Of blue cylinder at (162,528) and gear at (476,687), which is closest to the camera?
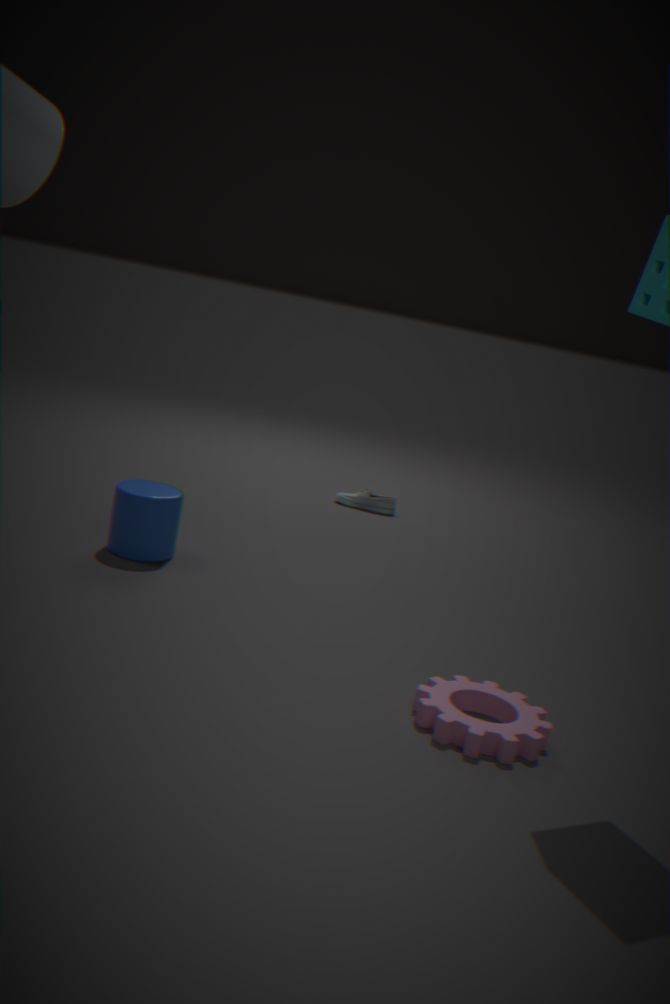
Result: gear at (476,687)
